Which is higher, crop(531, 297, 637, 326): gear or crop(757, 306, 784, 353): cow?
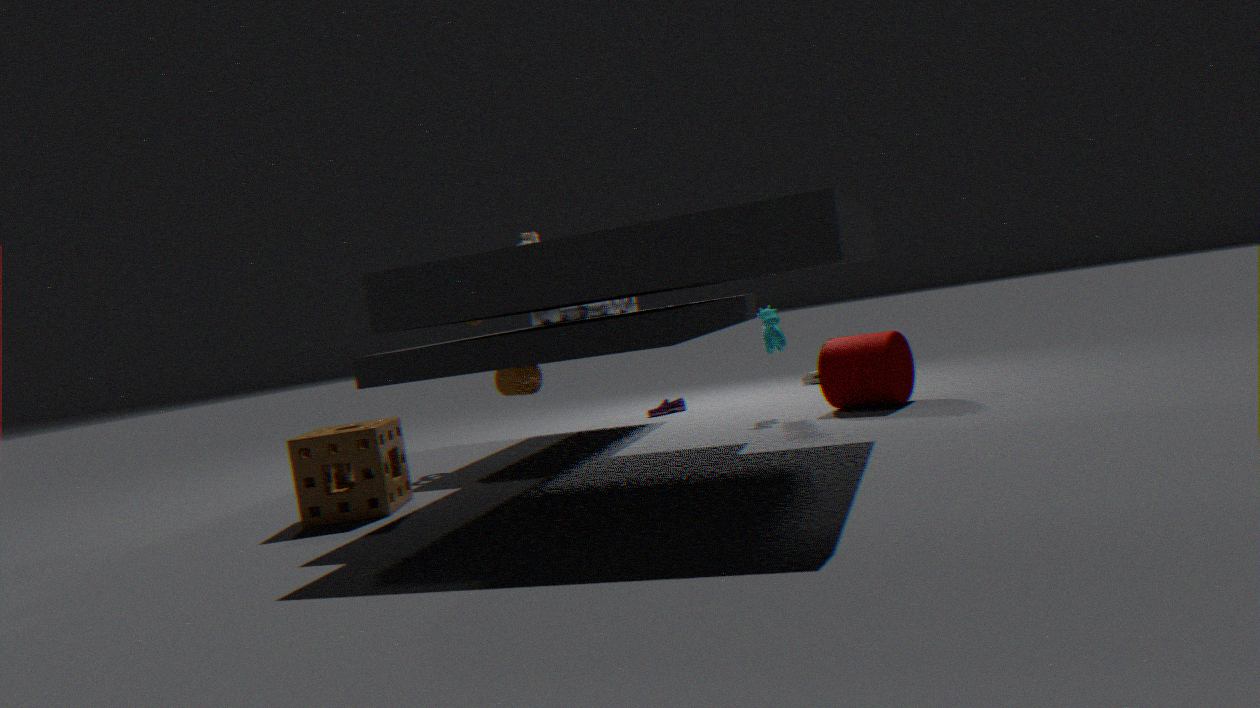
crop(531, 297, 637, 326): gear
